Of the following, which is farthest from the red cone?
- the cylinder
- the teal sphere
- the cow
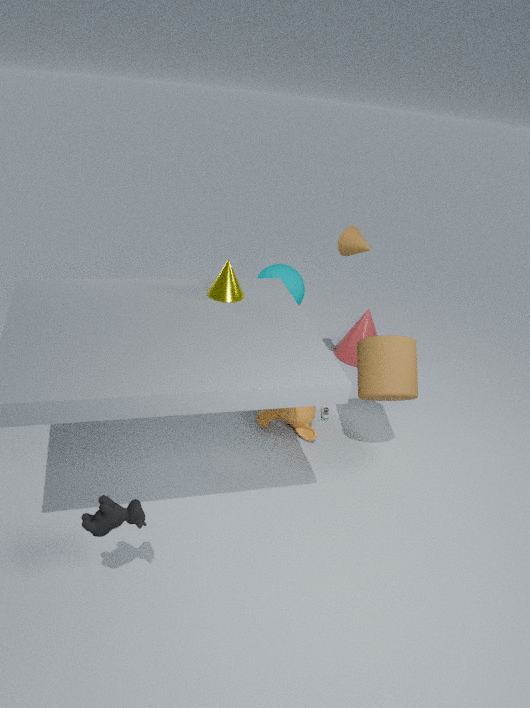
the cow
